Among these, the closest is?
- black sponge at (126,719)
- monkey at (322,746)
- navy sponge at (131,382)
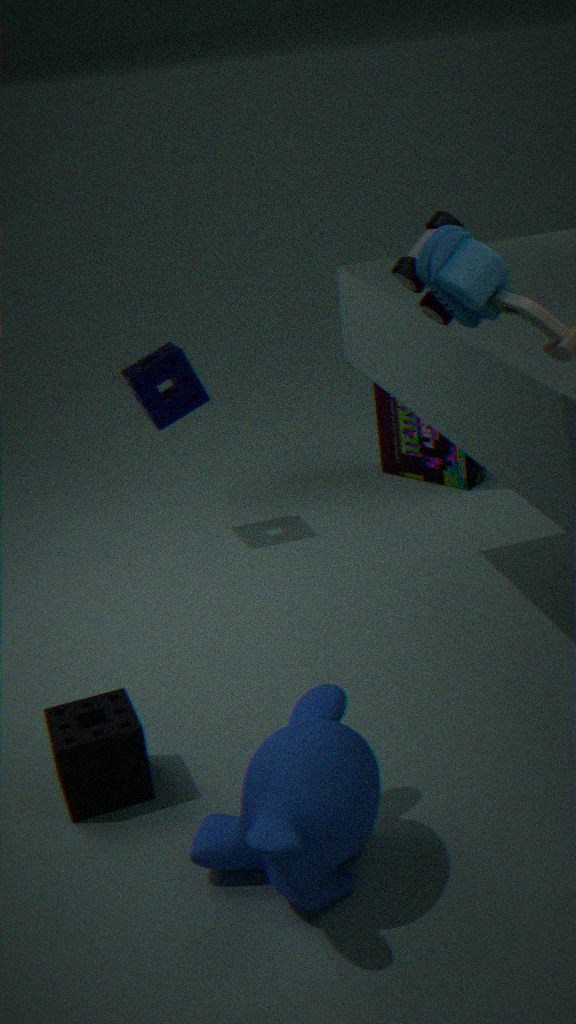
monkey at (322,746)
